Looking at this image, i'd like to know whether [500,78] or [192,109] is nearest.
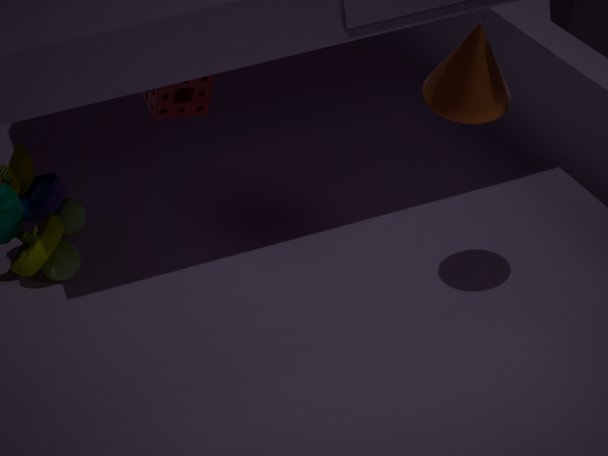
[500,78]
